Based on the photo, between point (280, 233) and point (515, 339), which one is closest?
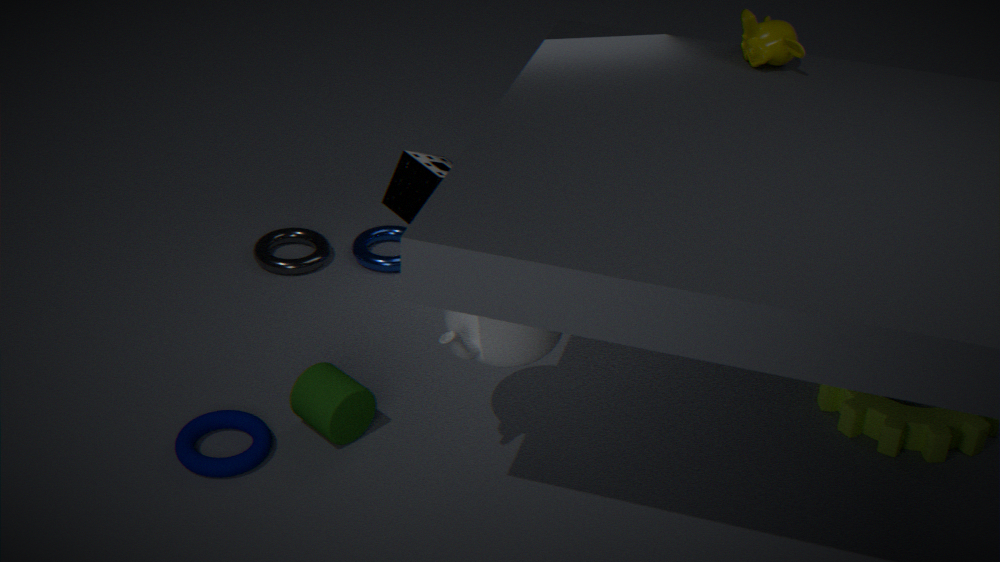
point (515, 339)
